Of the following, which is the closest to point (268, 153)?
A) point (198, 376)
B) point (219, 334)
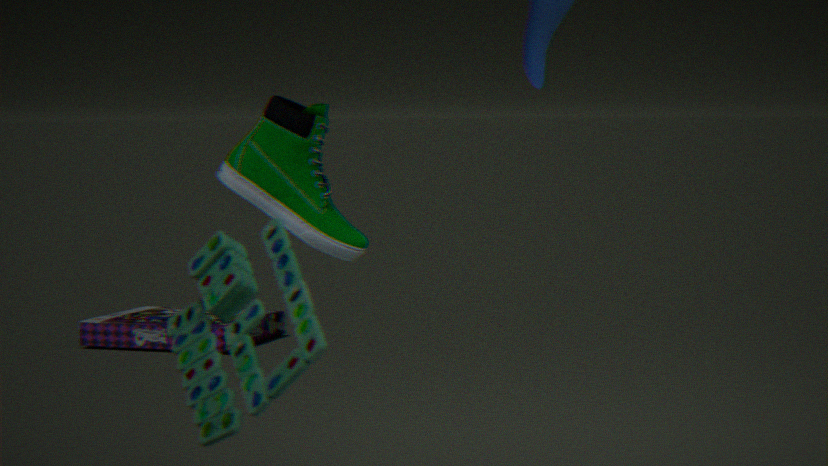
point (198, 376)
